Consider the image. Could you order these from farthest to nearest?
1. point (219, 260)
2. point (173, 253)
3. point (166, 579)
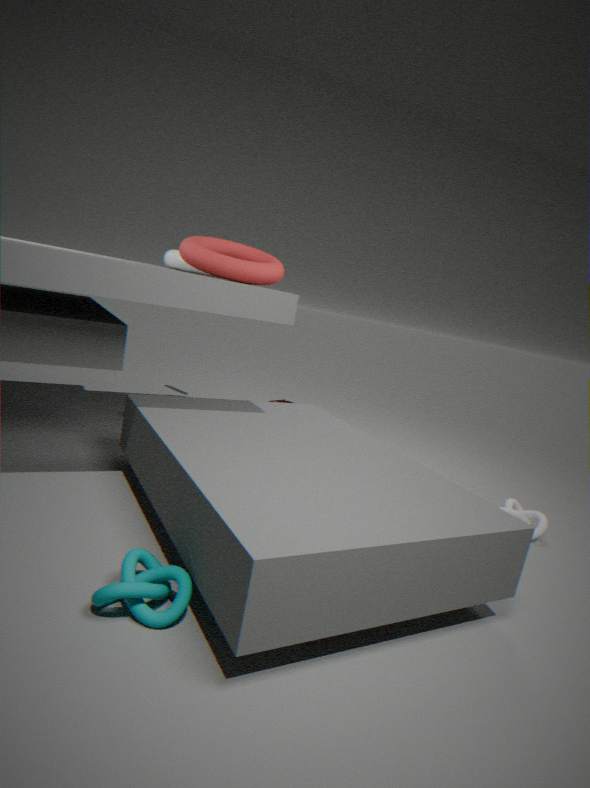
point (173, 253)
point (219, 260)
point (166, 579)
